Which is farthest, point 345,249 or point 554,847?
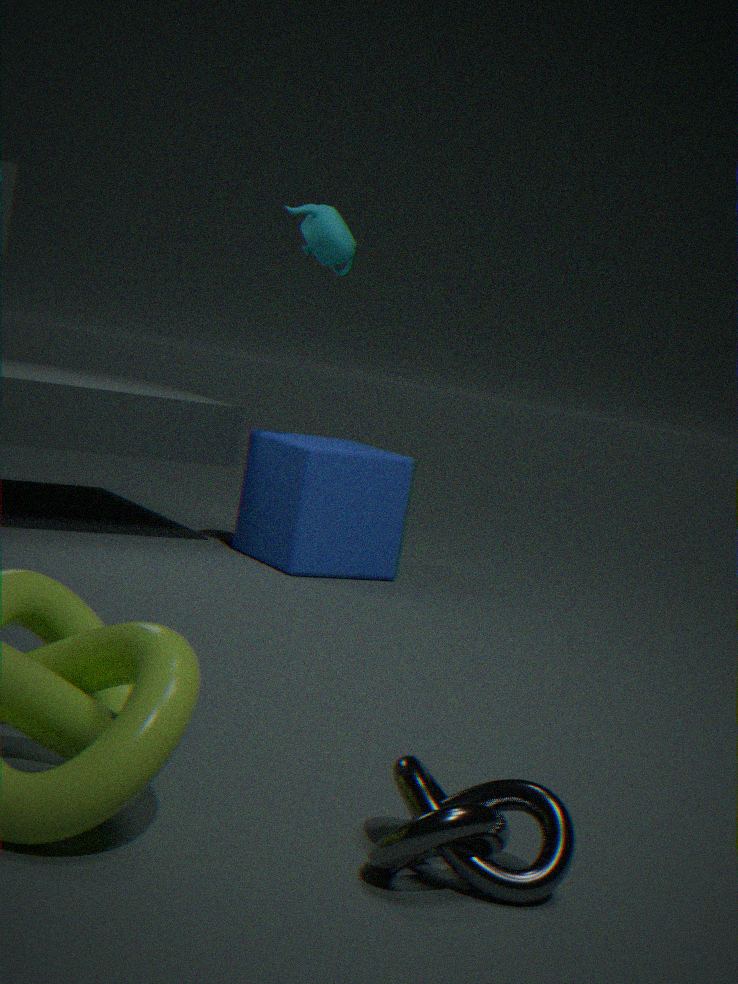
point 345,249
